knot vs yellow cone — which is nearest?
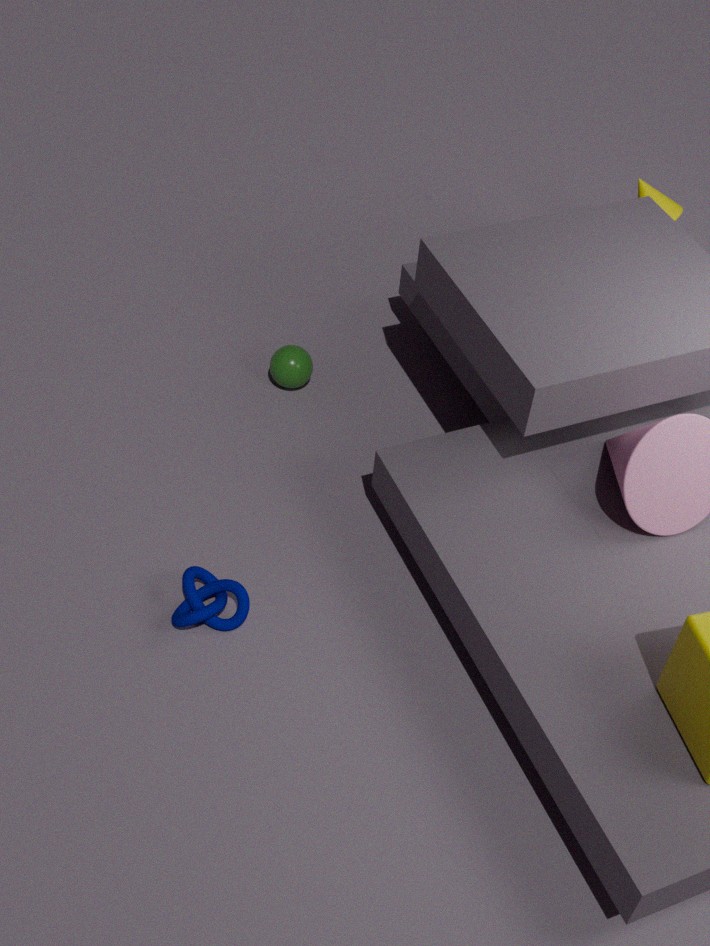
knot
